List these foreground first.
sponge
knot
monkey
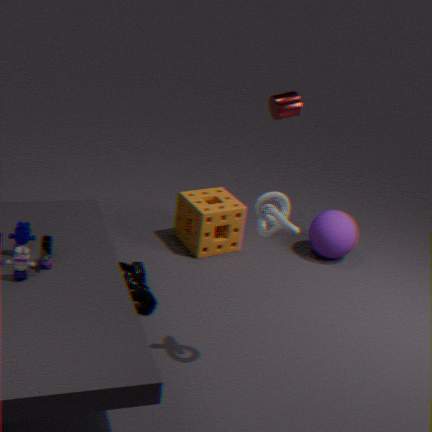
knot
monkey
sponge
